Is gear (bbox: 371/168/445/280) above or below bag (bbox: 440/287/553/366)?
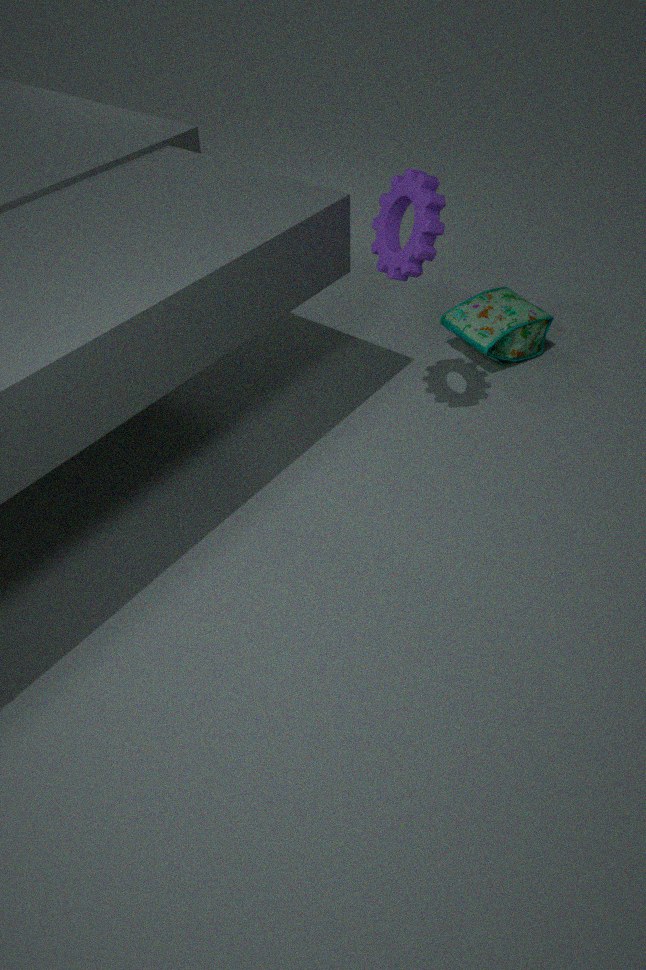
above
